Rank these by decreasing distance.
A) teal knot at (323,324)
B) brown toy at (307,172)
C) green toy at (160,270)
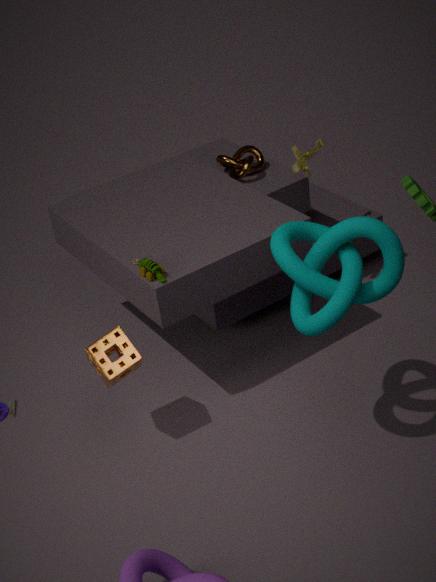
brown toy at (307,172) < green toy at (160,270) < teal knot at (323,324)
